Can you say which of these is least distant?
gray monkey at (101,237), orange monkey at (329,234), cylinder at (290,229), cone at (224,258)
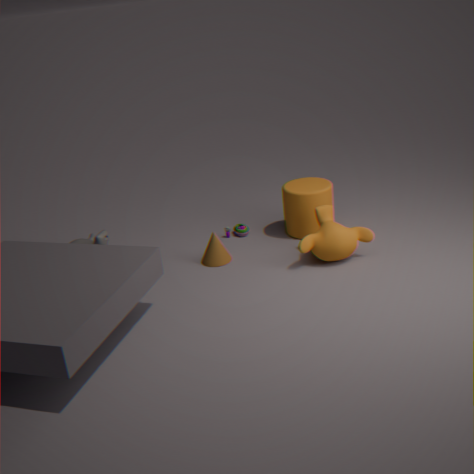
orange monkey at (329,234)
